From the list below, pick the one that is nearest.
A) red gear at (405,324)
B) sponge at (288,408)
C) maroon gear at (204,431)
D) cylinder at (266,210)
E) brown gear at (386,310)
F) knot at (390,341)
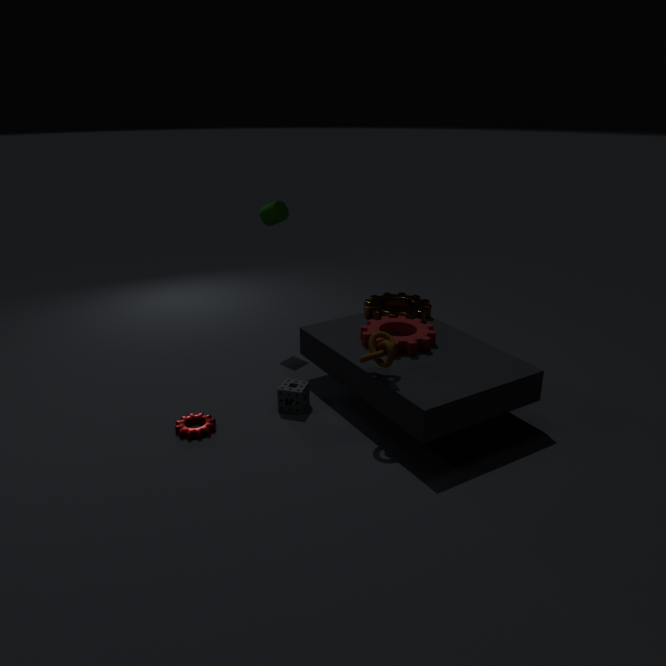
knot at (390,341)
